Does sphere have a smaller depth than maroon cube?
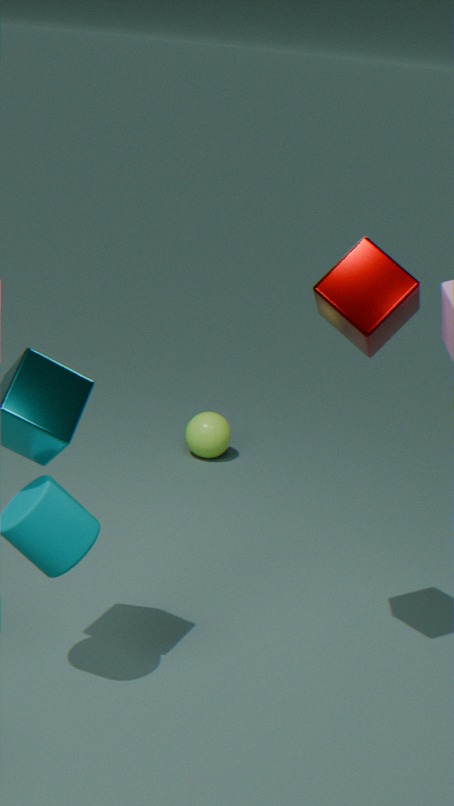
No
